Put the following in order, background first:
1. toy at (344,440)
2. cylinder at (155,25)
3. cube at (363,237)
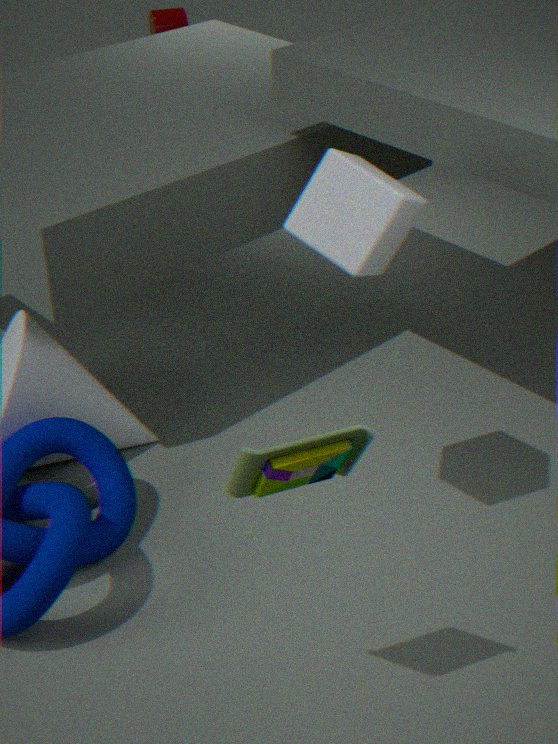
1. cylinder at (155,25)
2. cube at (363,237)
3. toy at (344,440)
